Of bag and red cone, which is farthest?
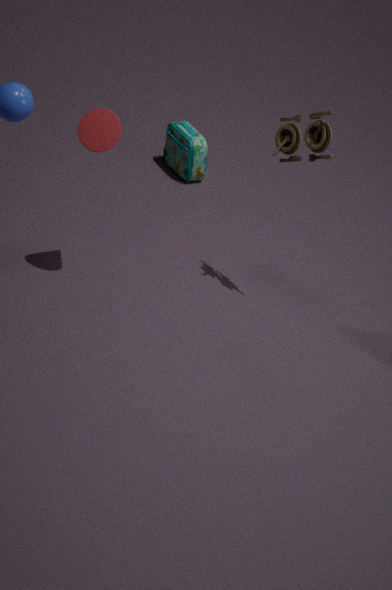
bag
